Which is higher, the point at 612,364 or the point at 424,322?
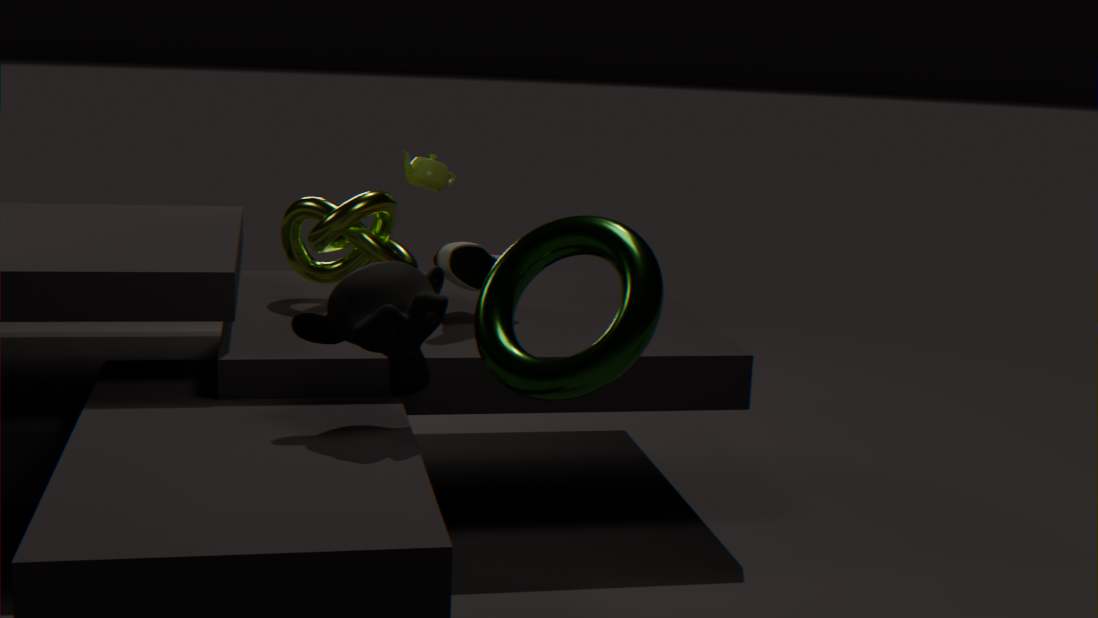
the point at 612,364
